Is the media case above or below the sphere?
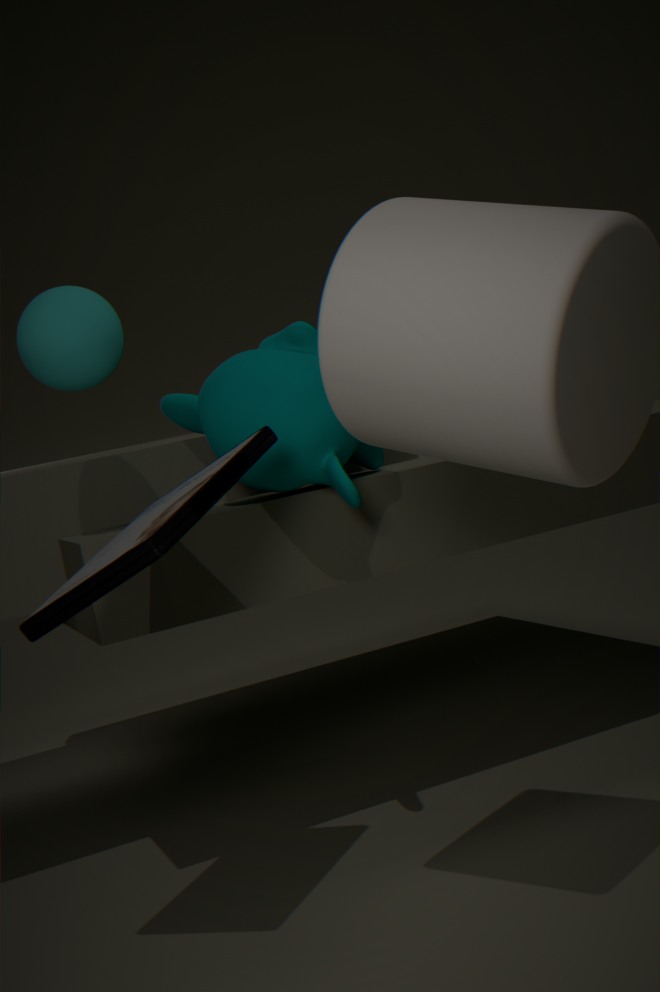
below
